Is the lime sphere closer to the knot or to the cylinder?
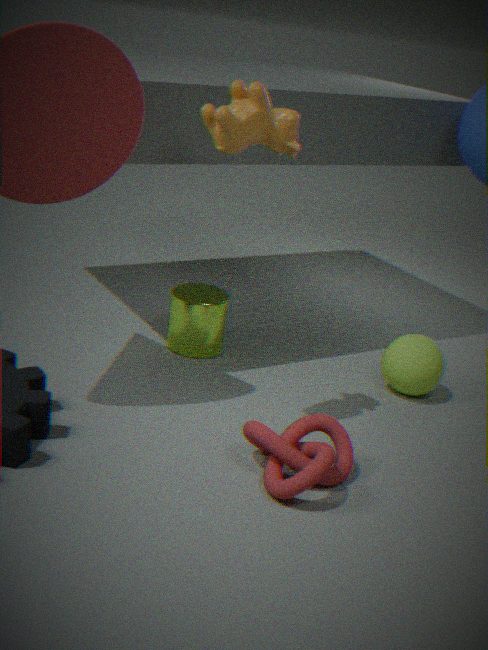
the knot
